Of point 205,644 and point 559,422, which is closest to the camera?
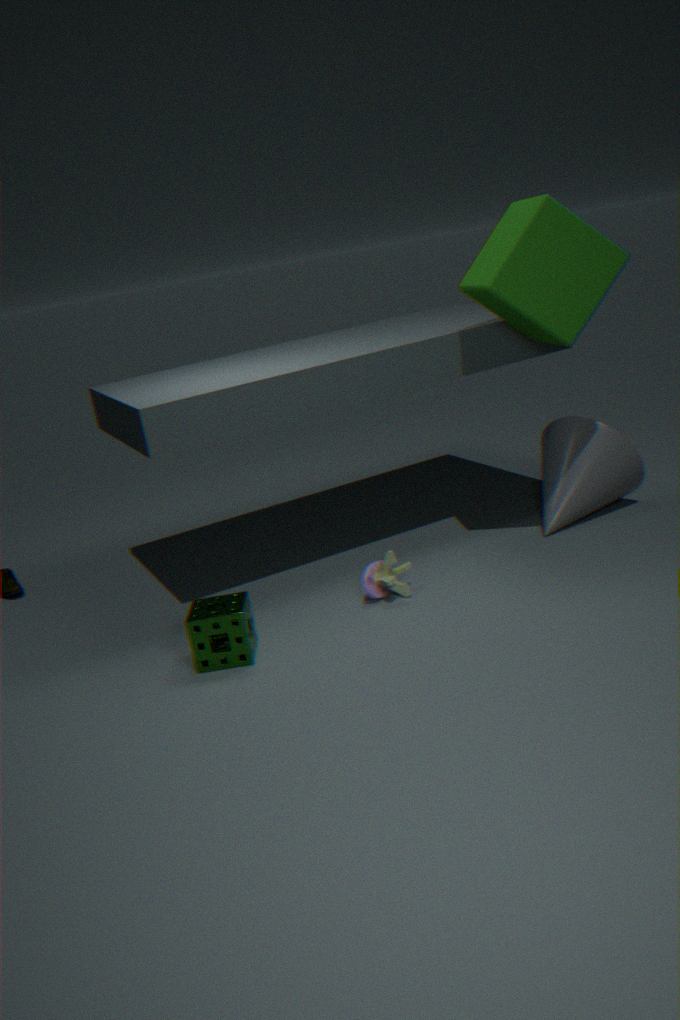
point 205,644
